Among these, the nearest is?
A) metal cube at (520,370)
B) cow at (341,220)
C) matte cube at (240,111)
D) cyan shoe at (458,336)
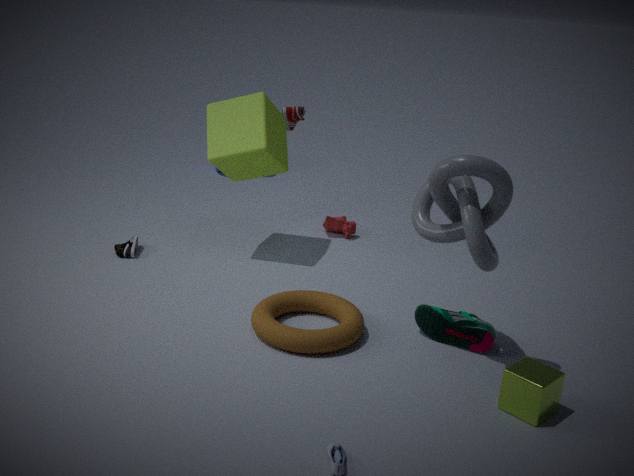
metal cube at (520,370)
